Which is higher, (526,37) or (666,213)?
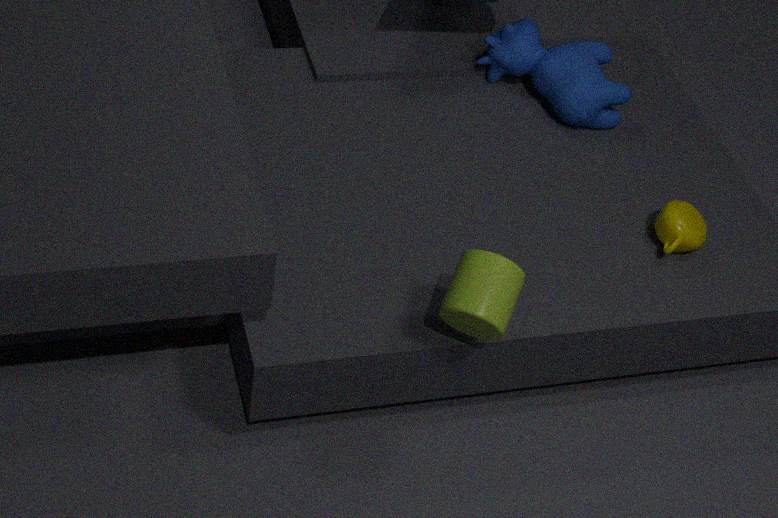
Result: (526,37)
